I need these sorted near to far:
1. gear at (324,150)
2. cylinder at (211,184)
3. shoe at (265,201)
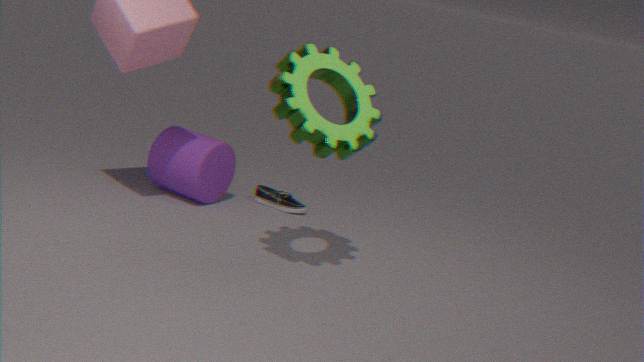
gear at (324,150)
cylinder at (211,184)
shoe at (265,201)
